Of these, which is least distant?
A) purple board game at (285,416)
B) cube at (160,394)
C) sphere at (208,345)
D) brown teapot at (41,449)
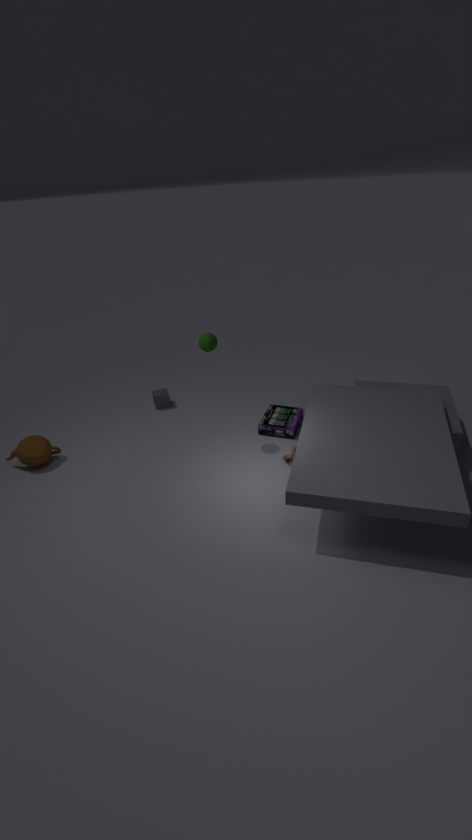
sphere at (208,345)
